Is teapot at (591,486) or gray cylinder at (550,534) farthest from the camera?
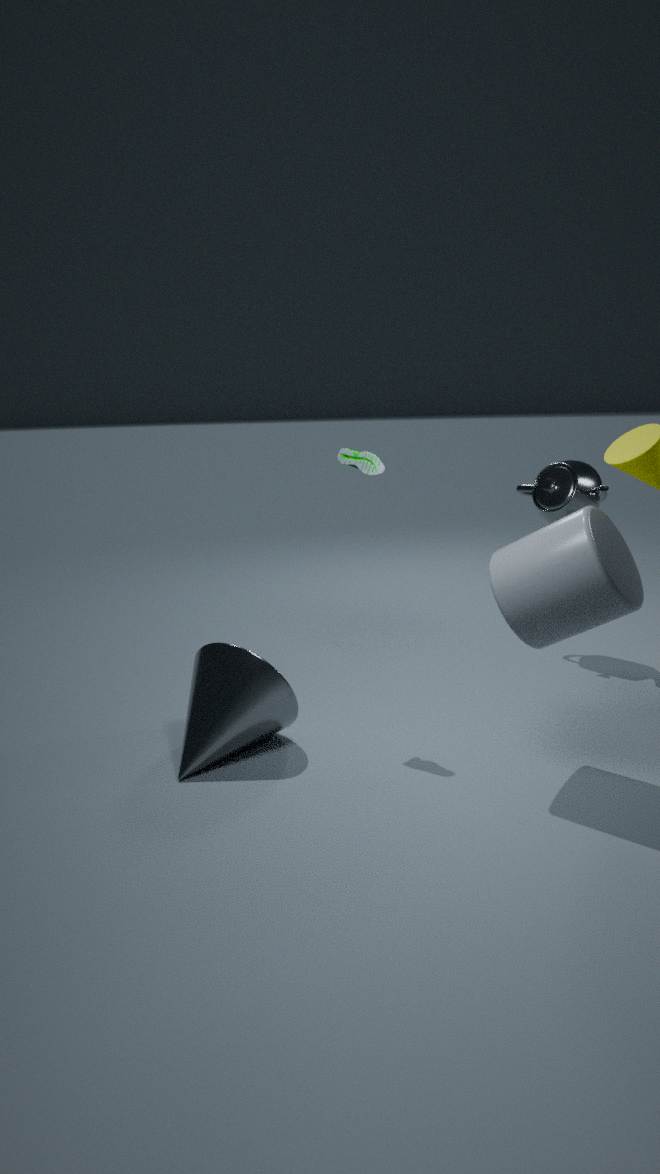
teapot at (591,486)
